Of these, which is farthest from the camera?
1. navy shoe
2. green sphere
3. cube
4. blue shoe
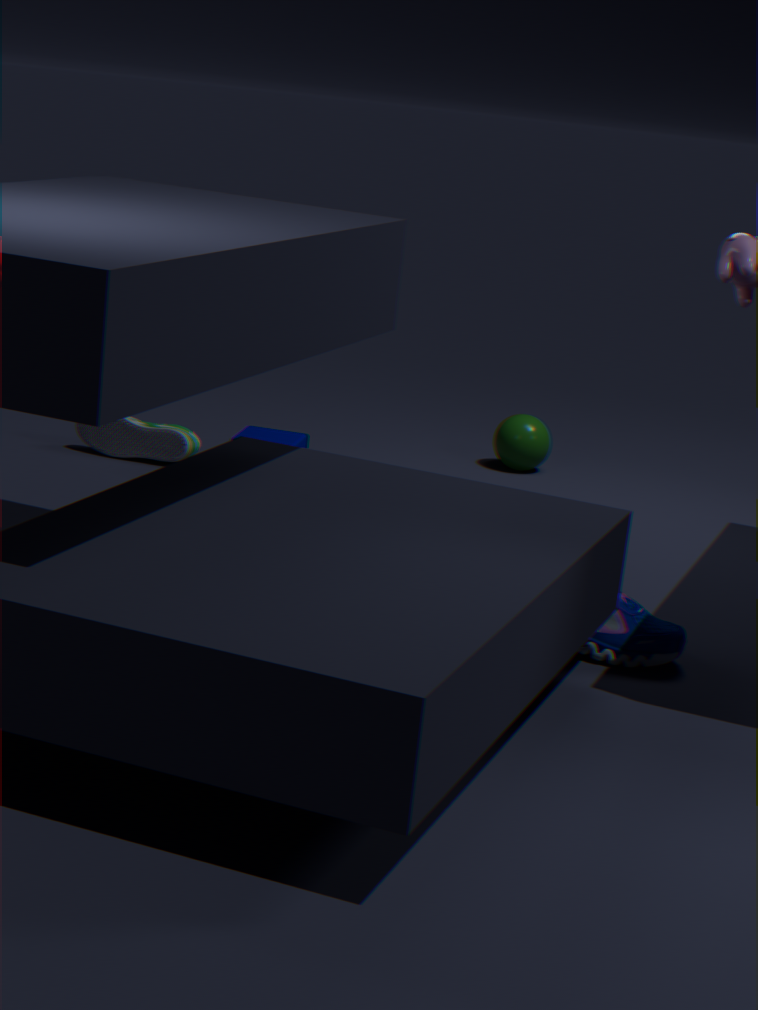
green sphere
